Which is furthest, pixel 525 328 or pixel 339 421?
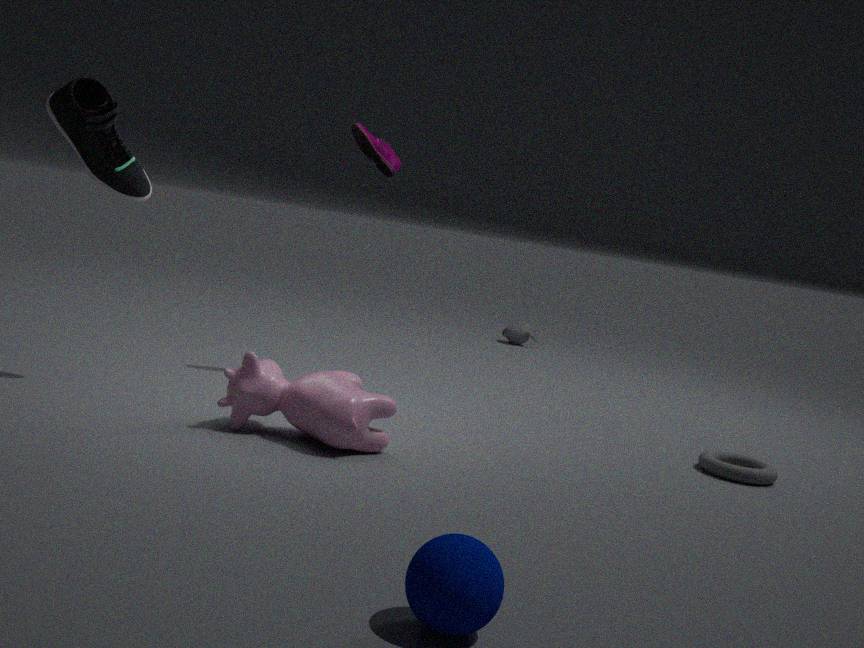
pixel 525 328
